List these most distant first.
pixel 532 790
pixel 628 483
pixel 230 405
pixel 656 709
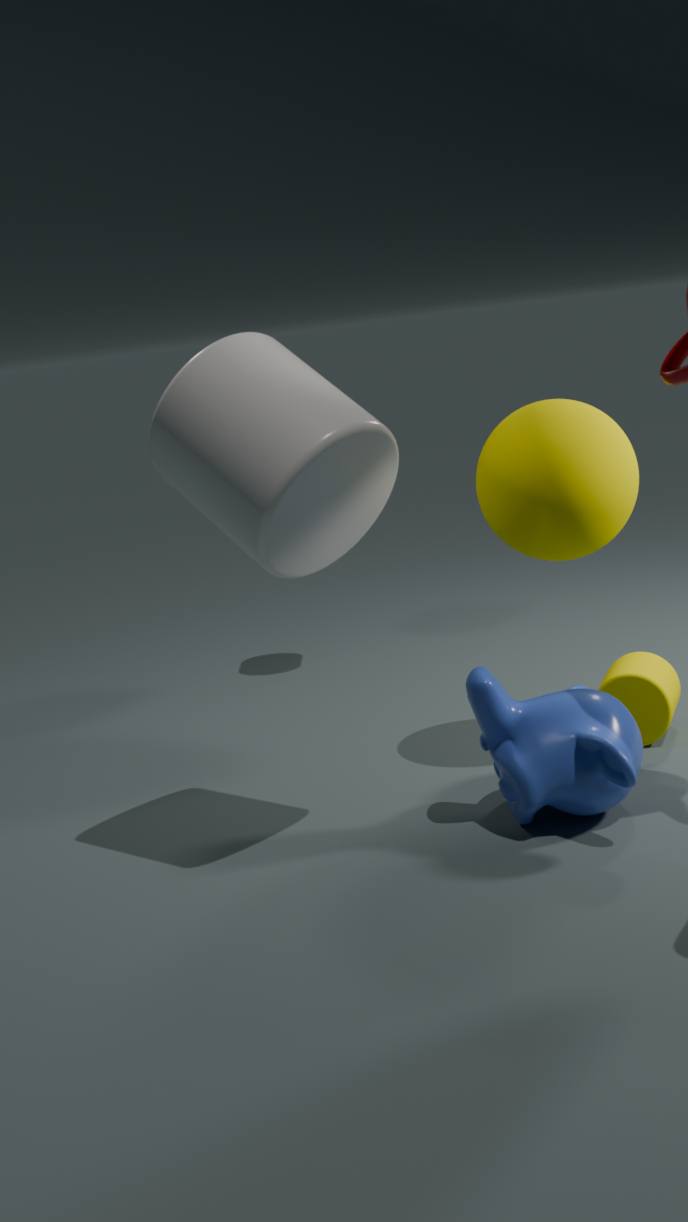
pixel 656 709
pixel 628 483
pixel 532 790
pixel 230 405
